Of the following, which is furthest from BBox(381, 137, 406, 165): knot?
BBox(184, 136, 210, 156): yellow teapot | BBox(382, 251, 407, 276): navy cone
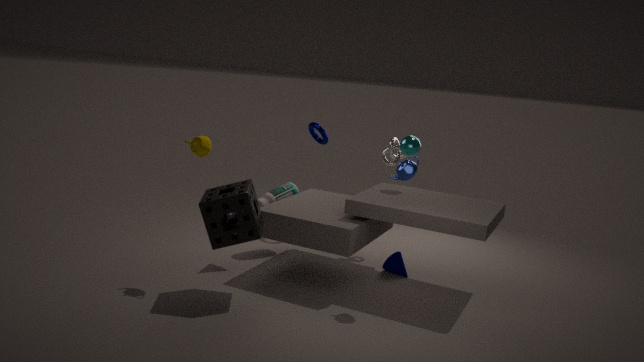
BBox(184, 136, 210, 156): yellow teapot
